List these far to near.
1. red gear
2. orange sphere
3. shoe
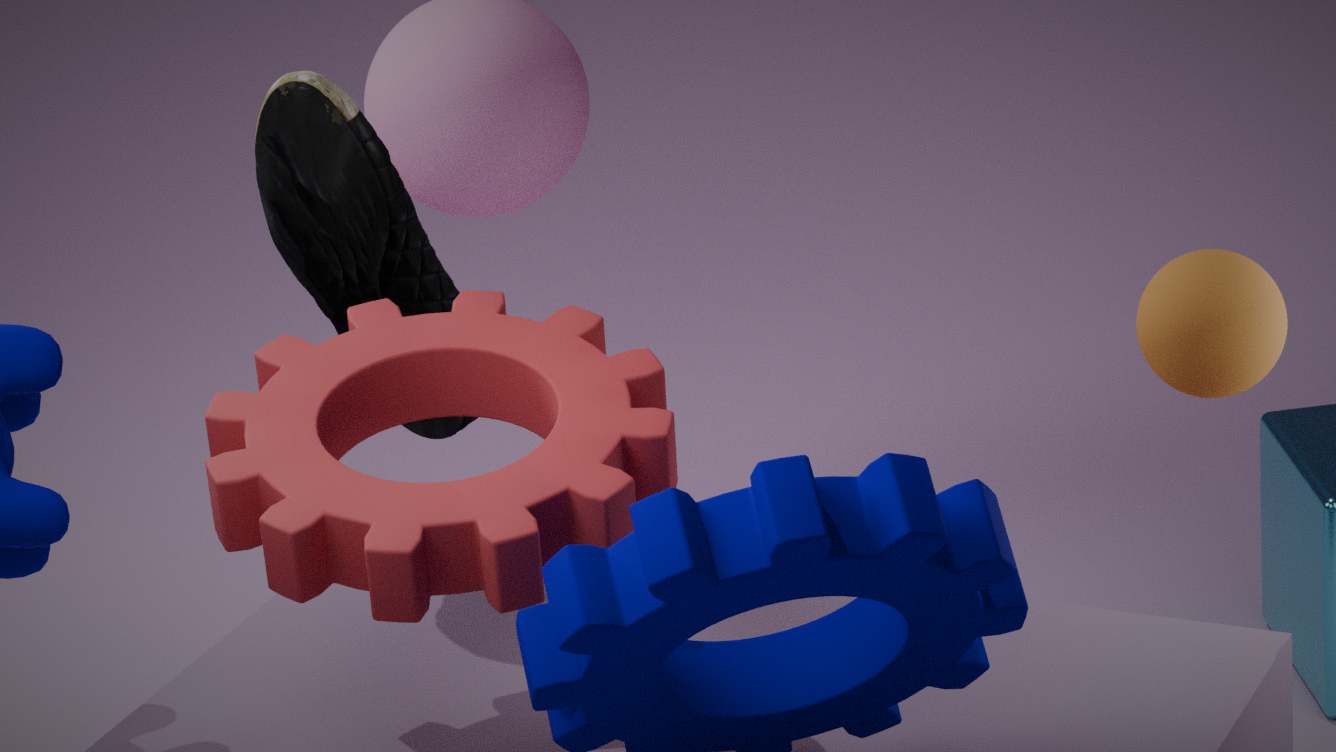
shoe < orange sphere < red gear
